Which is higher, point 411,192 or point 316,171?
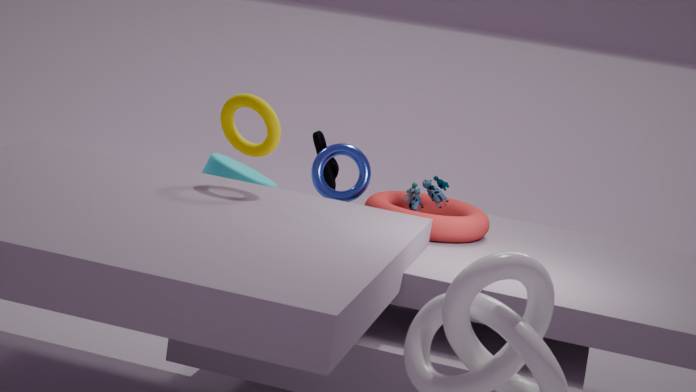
point 411,192
